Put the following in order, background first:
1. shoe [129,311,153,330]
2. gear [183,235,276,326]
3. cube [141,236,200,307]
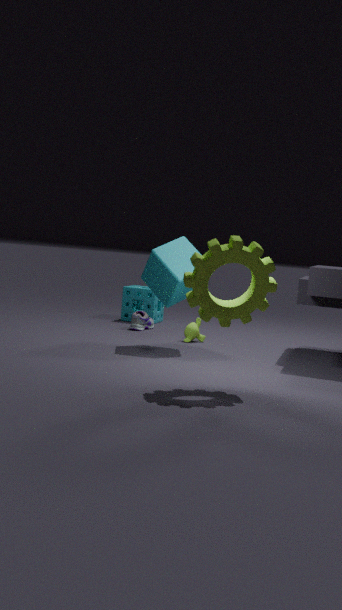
shoe [129,311,153,330] < cube [141,236,200,307] < gear [183,235,276,326]
